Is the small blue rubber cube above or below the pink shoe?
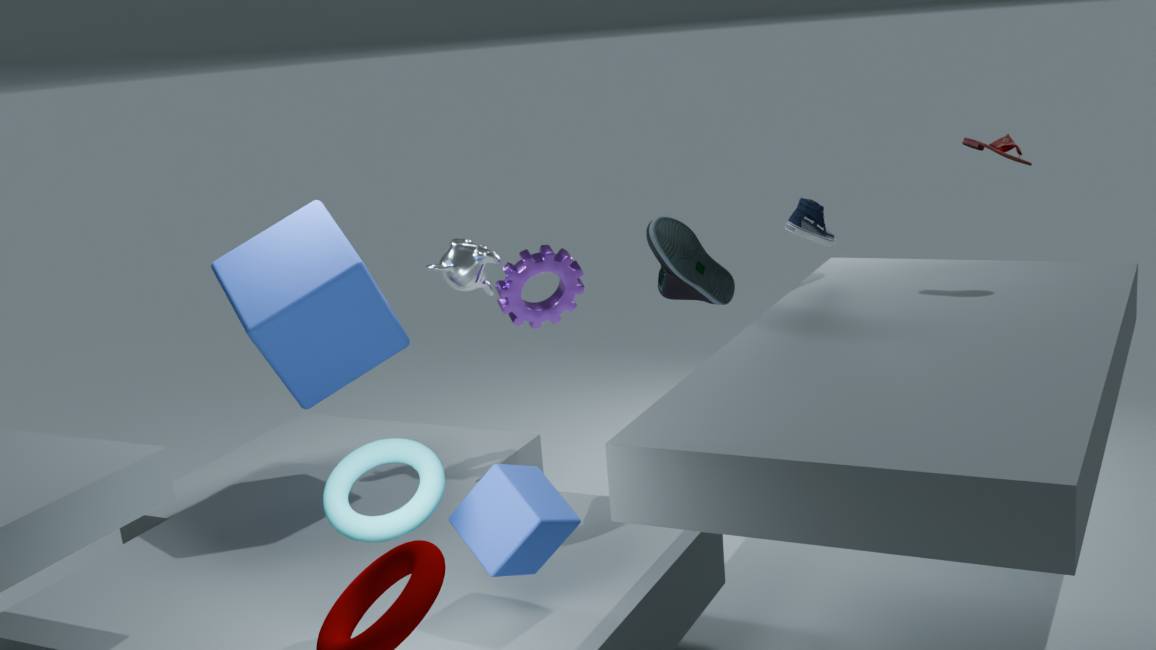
below
